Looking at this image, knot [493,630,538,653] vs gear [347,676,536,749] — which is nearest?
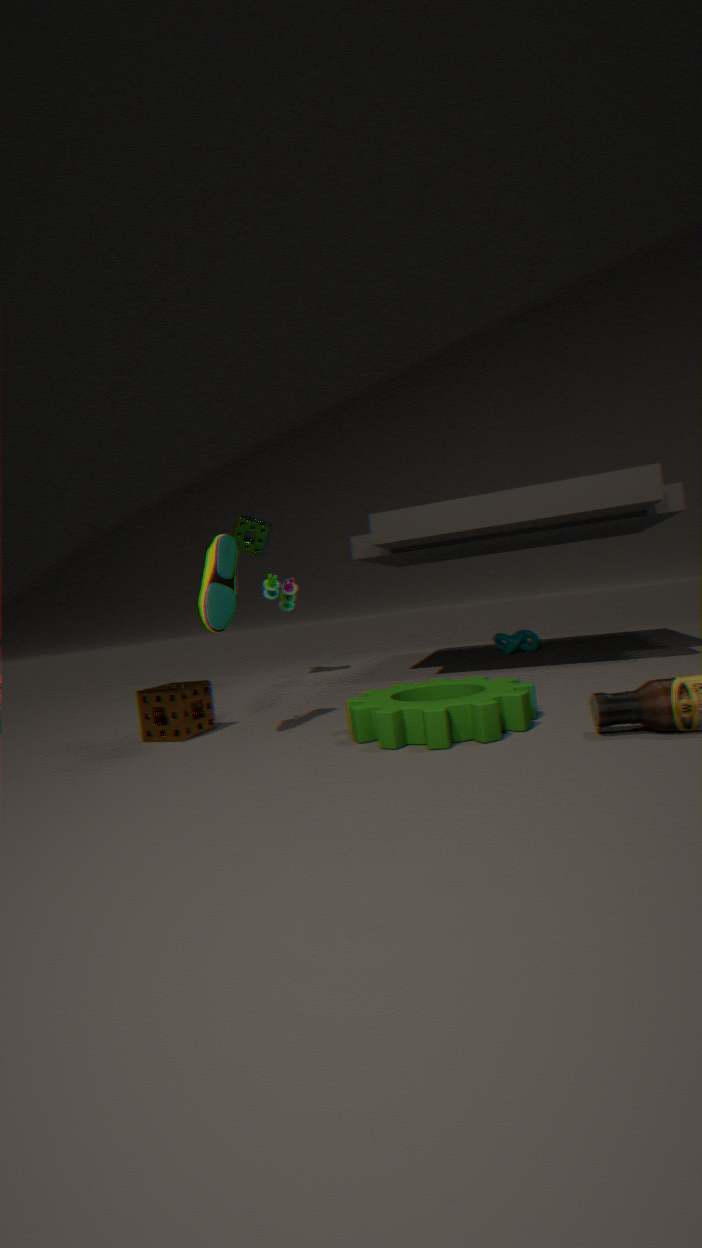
gear [347,676,536,749]
